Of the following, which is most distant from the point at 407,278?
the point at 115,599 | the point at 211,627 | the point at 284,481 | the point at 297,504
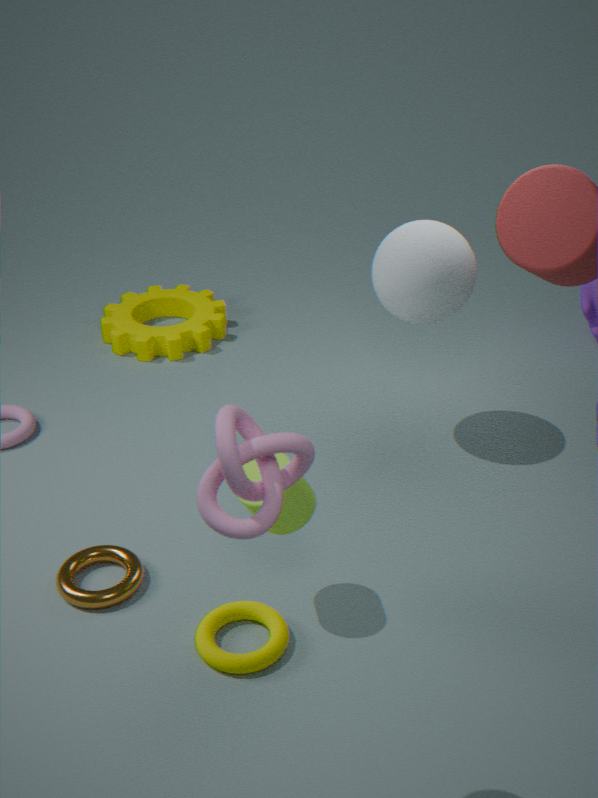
the point at 284,481
